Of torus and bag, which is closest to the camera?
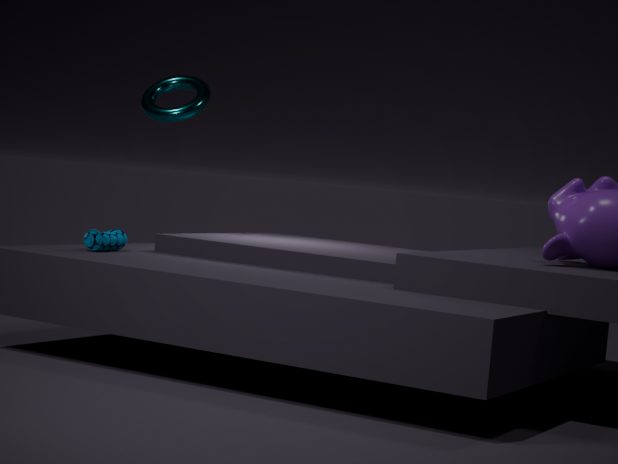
bag
